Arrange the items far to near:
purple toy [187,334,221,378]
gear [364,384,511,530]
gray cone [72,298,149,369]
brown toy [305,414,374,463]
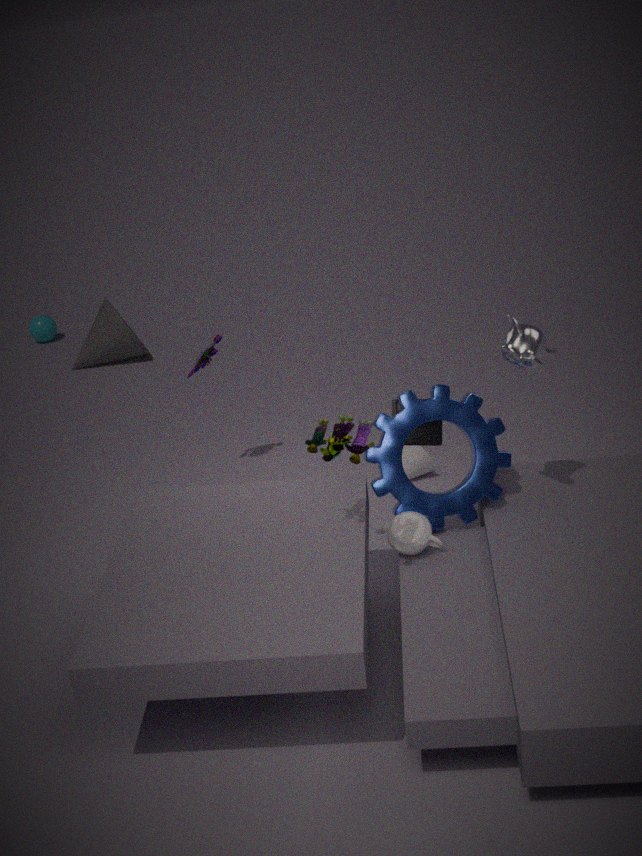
gray cone [72,298,149,369] < purple toy [187,334,221,378] < gear [364,384,511,530] < brown toy [305,414,374,463]
